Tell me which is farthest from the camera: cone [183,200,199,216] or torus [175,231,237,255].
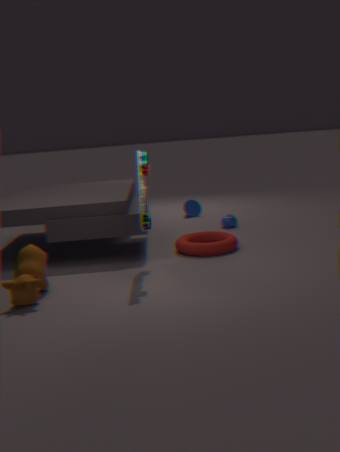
cone [183,200,199,216]
